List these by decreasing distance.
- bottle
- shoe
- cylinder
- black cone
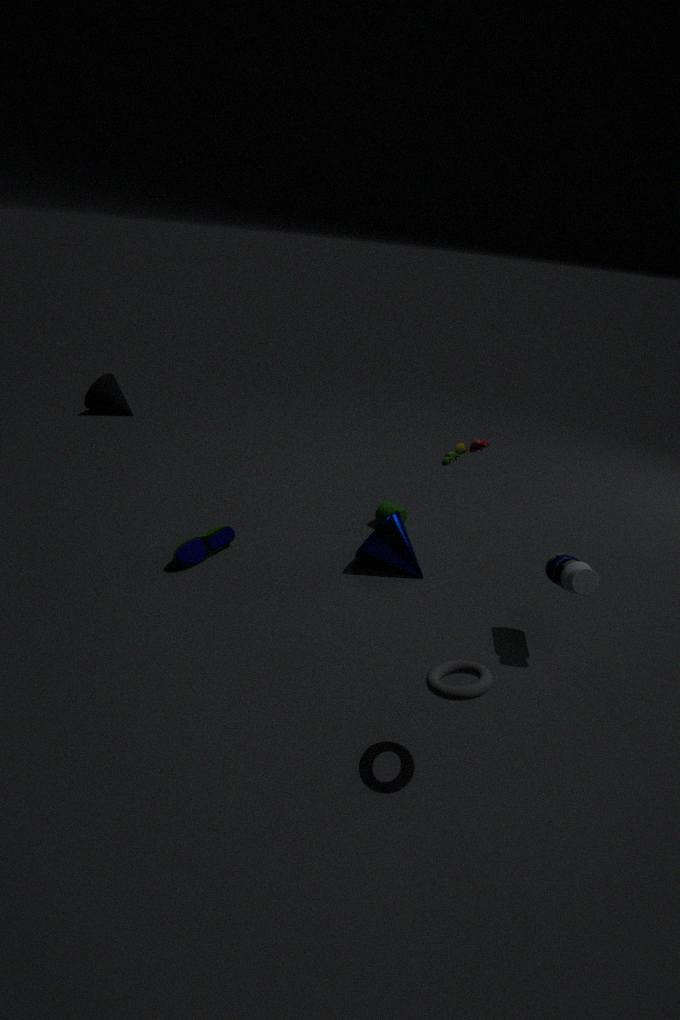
black cone, cylinder, shoe, bottle
